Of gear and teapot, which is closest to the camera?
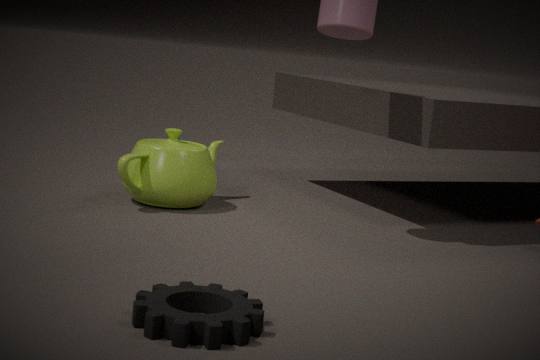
gear
